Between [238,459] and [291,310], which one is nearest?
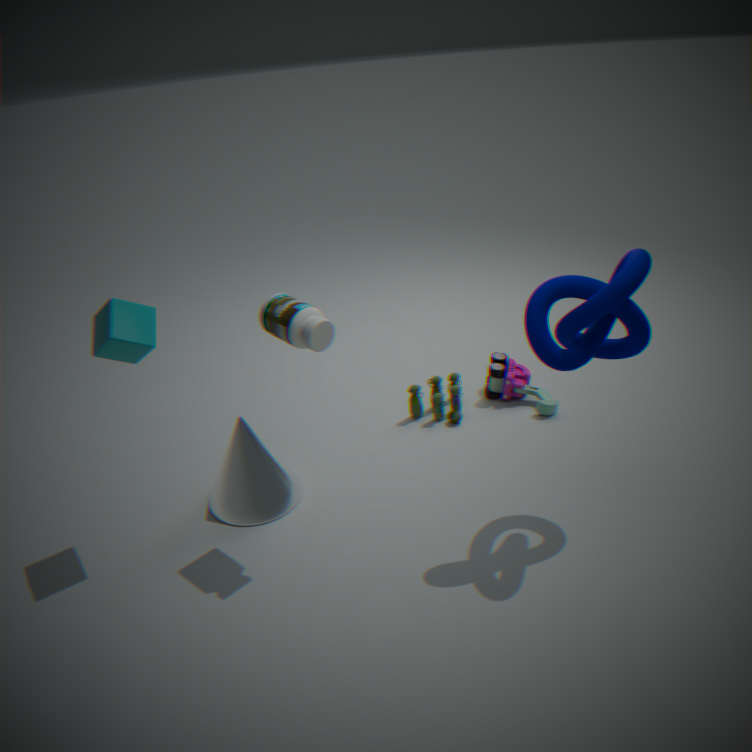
[291,310]
